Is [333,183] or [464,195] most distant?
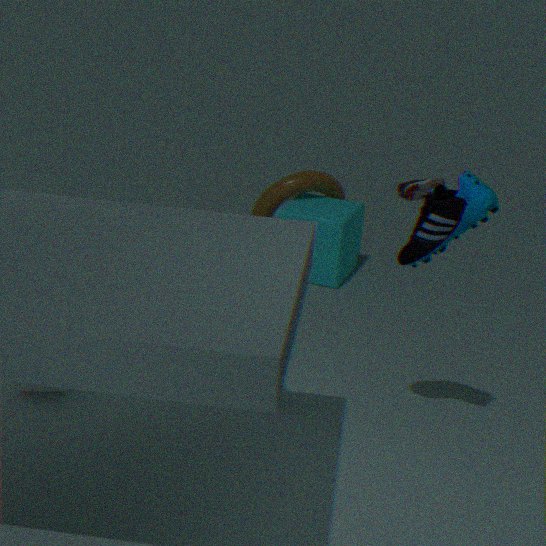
[333,183]
